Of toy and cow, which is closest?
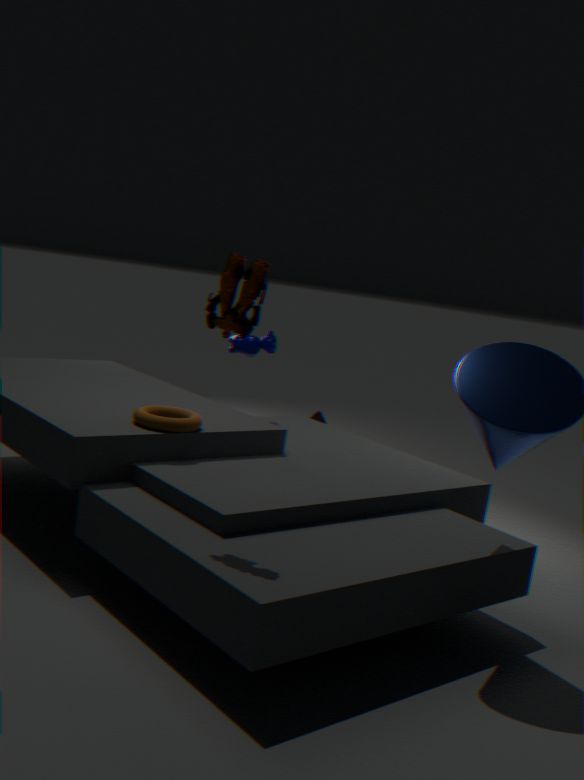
toy
